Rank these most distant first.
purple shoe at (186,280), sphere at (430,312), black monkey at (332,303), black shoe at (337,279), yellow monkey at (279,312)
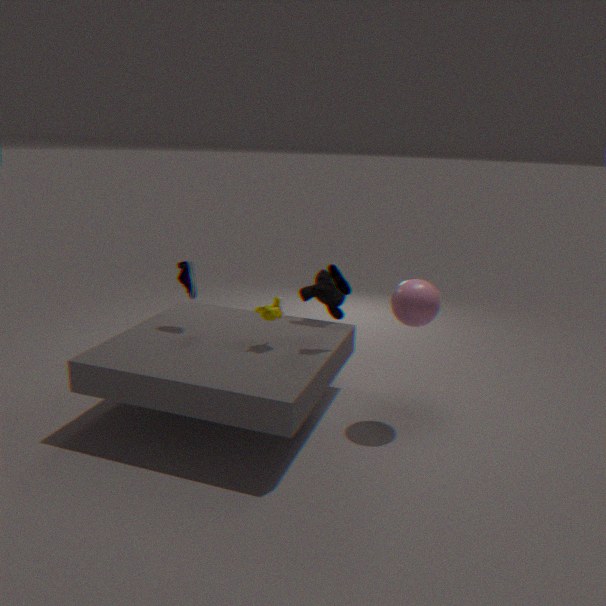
black monkey at (332,303) < purple shoe at (186,280) < yellow monkey at (279,312) < black shoe at (337,279) < sphere at (430,312)
